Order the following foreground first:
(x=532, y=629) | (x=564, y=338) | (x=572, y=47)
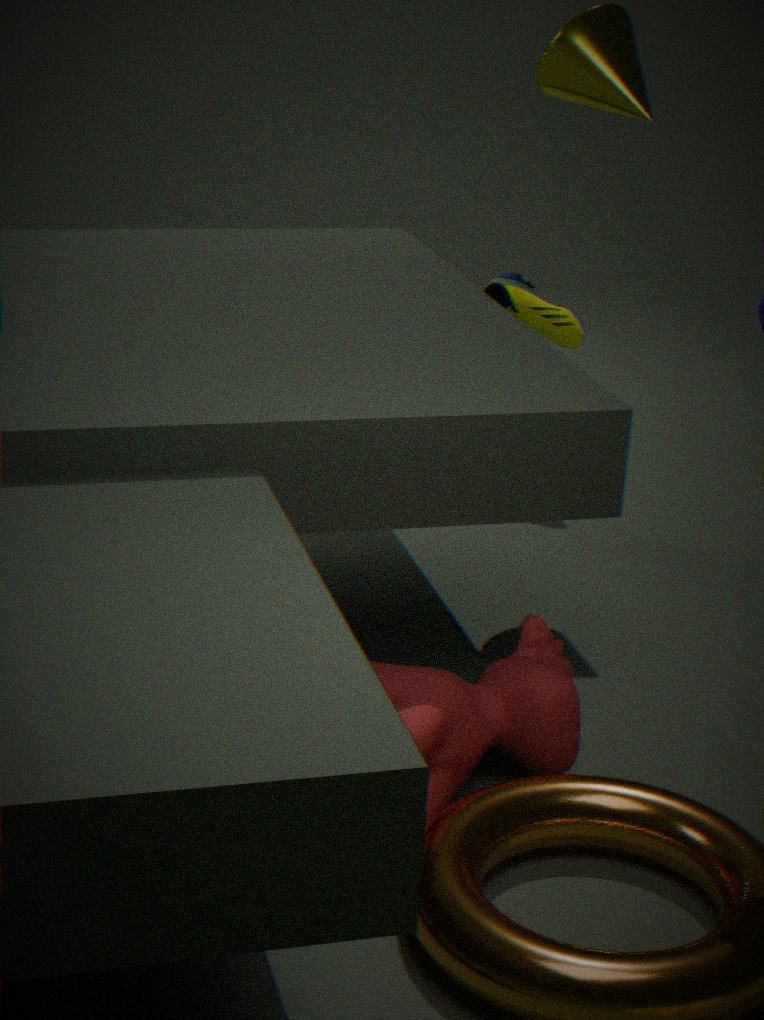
(x=532, y=629), (x=572, y=47), (x=564, y=338)
